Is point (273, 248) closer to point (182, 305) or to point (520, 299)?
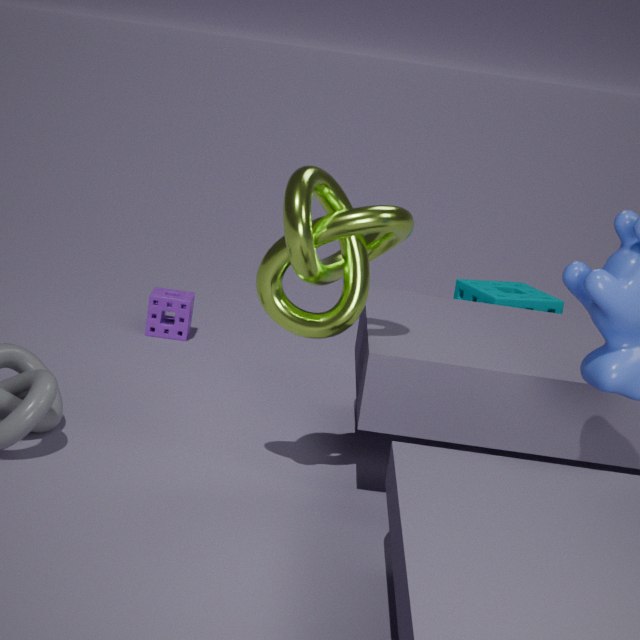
point (182, 305)
